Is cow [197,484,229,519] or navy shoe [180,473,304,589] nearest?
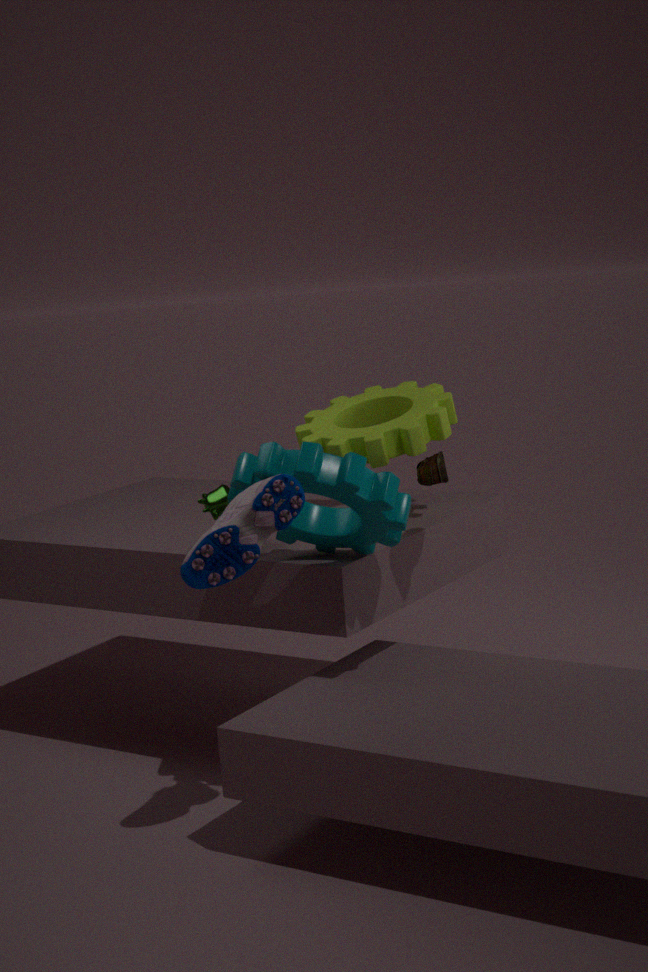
navy shoe [180,473,304,589]
